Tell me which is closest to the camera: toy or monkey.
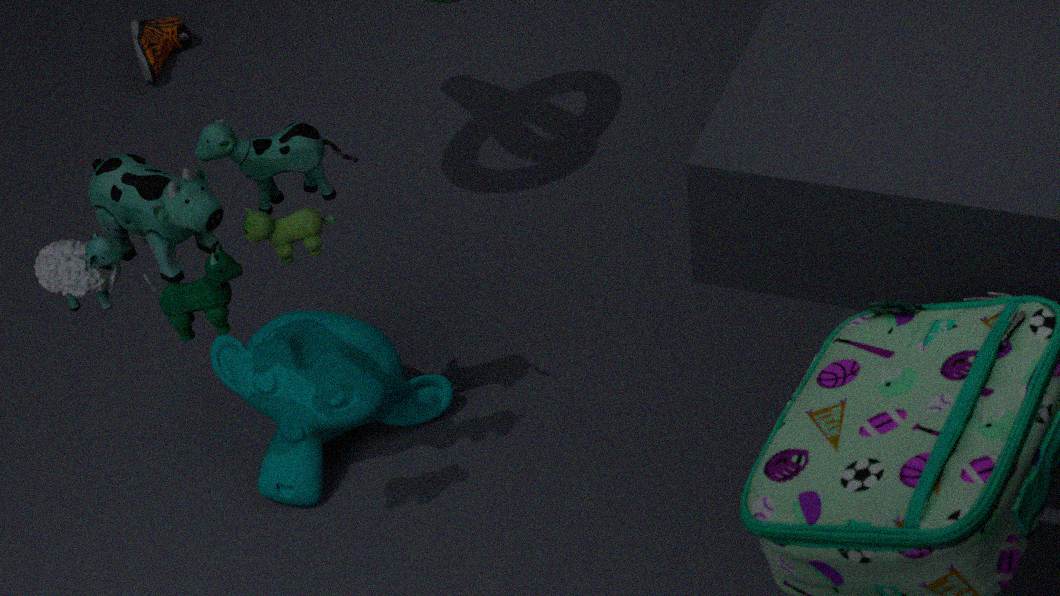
toy
